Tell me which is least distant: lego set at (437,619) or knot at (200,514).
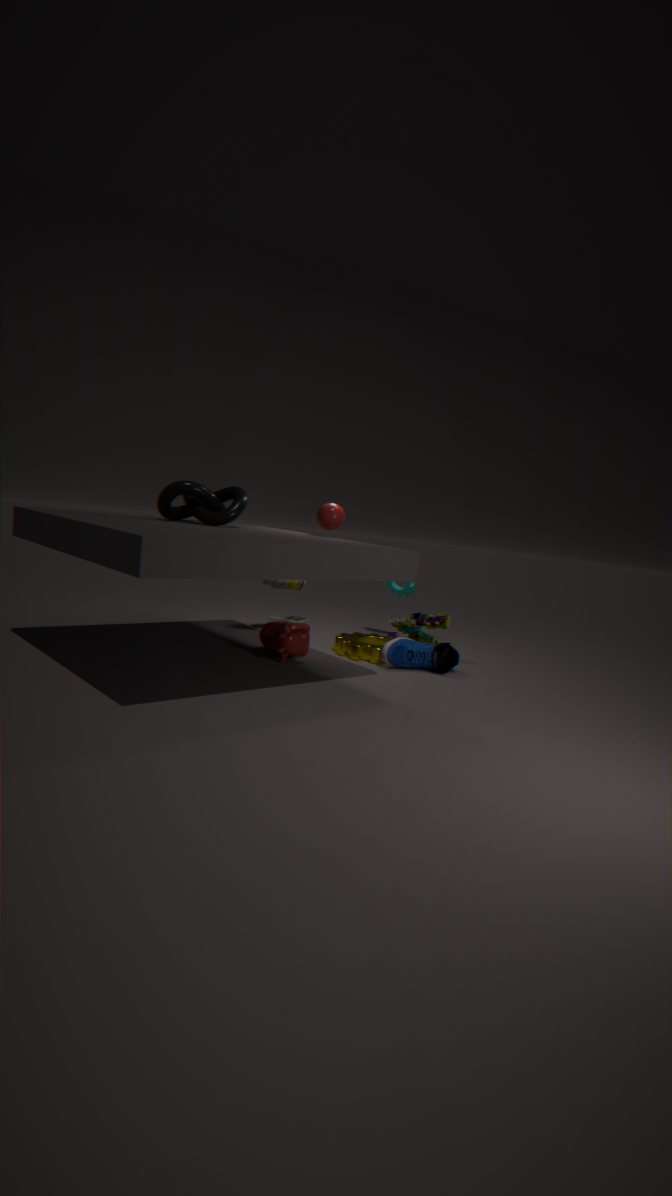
knot at (200,514)
